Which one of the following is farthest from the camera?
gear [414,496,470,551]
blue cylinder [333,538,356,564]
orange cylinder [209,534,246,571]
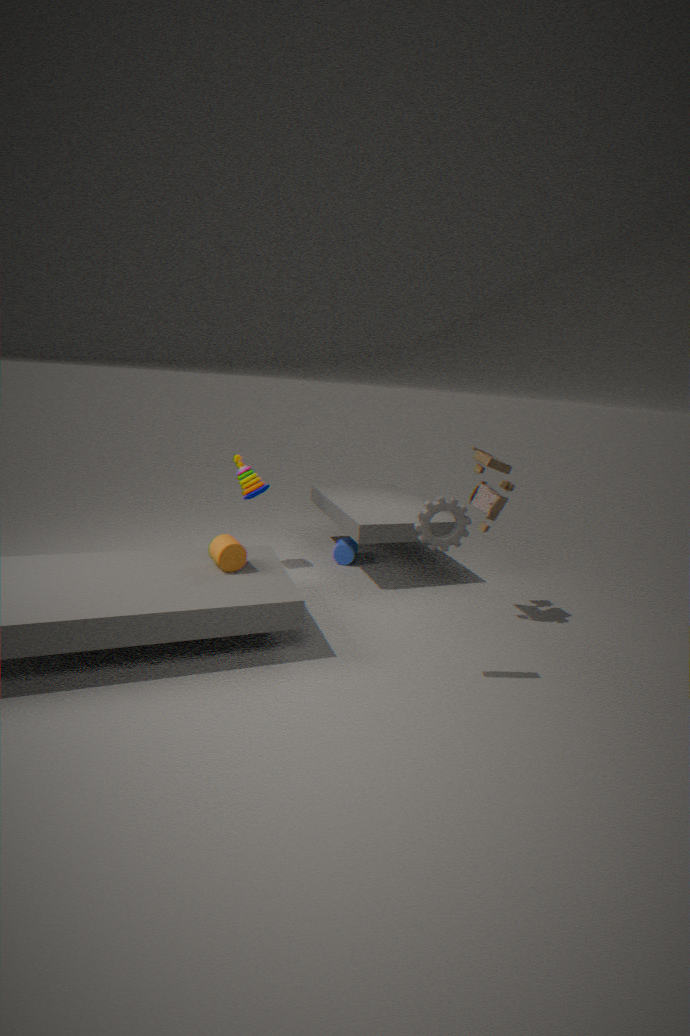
blue cylinder [333,538,356,564]
